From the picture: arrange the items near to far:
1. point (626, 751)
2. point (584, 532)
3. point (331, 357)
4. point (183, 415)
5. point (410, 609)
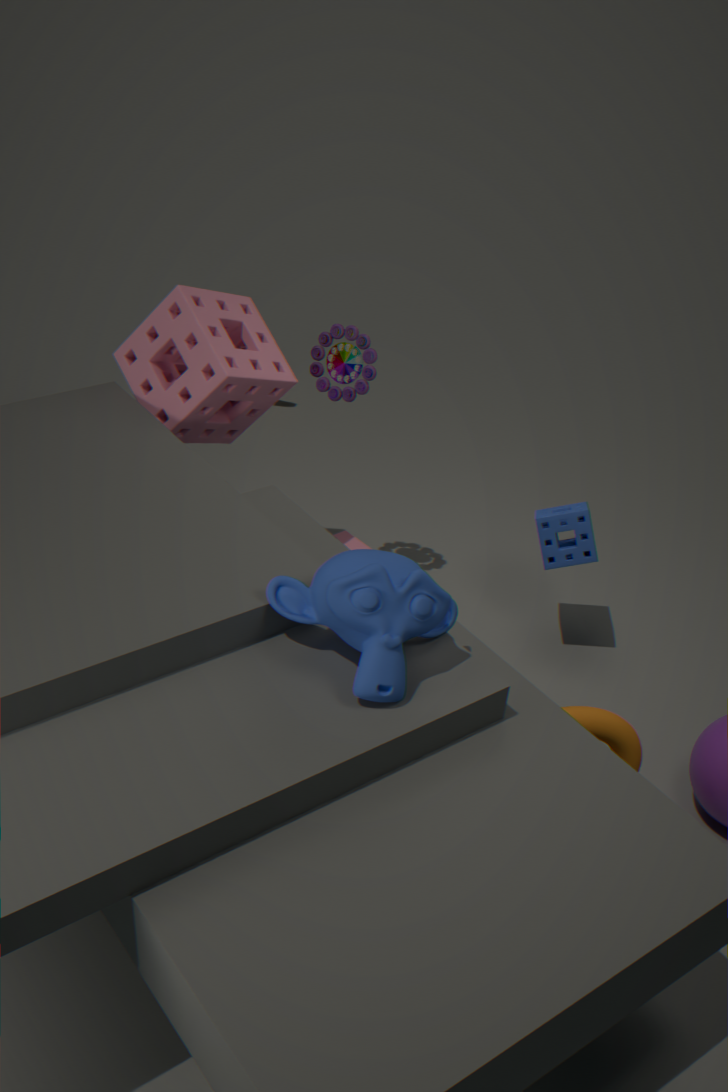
point (410, 609) < point (626, 751) < point (183, 415) < point (584, 532) < point (331, 357)
